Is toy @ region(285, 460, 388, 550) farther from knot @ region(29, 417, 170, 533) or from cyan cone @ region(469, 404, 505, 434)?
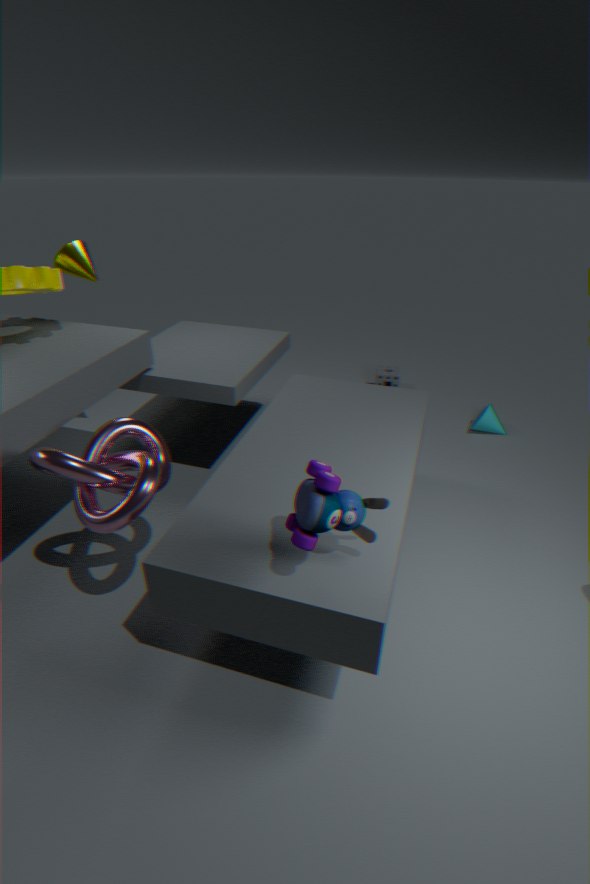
cyan cone @ region(469, 404, 505, 434)
